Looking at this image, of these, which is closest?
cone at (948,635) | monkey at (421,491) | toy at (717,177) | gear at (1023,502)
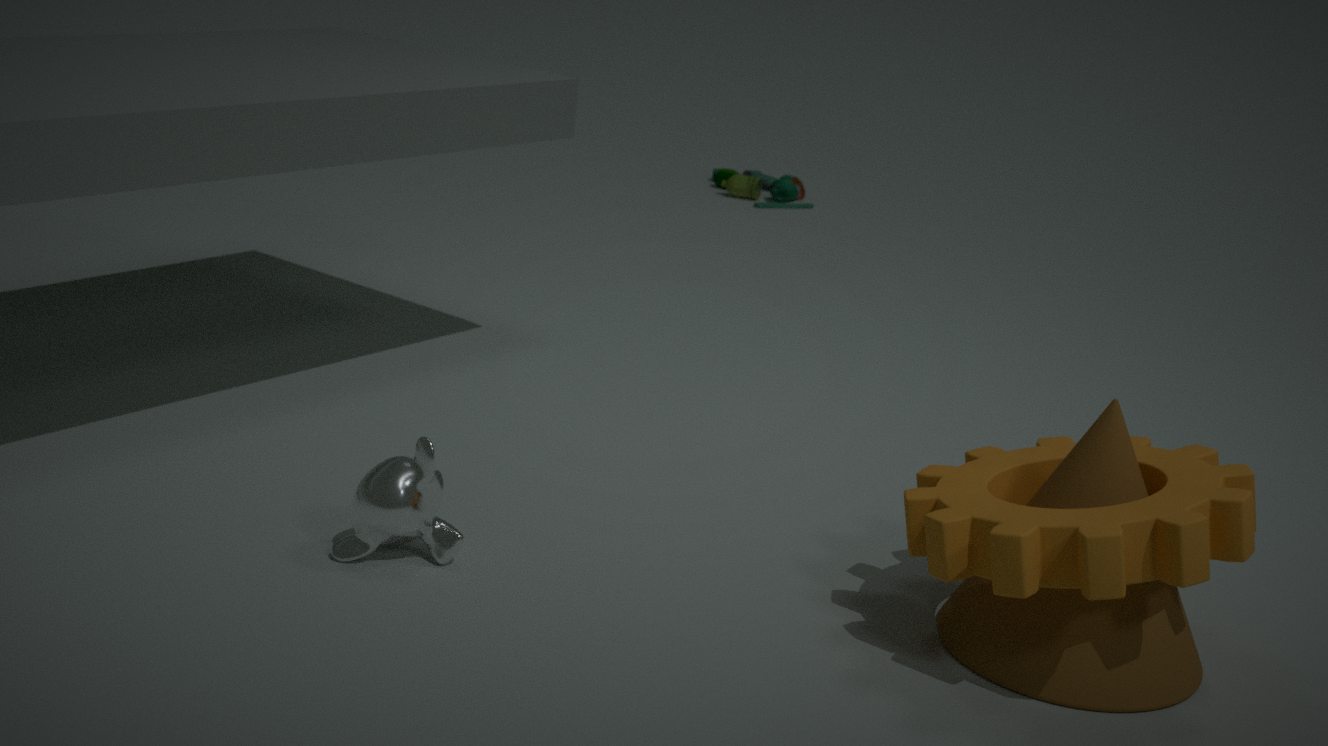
gear at (1023,502)
